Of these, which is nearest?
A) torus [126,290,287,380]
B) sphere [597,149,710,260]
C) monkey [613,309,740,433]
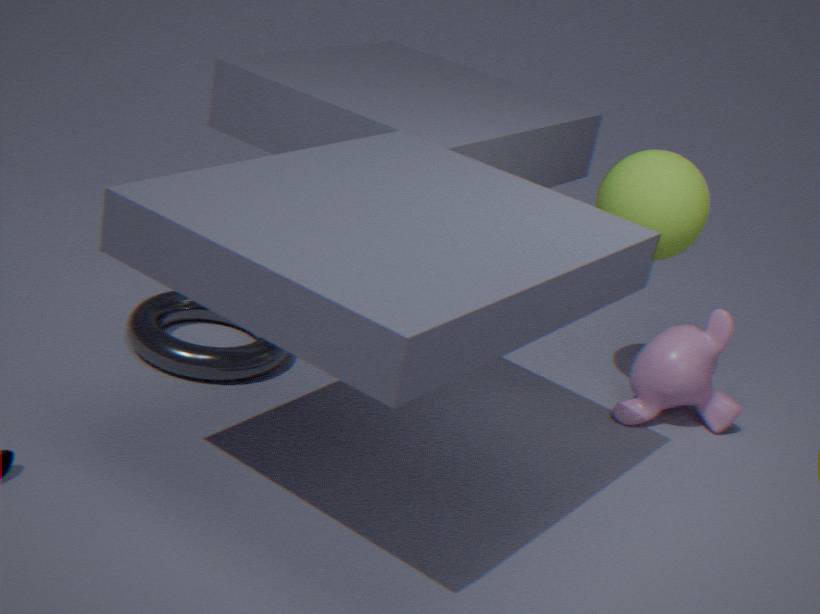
sphere [597,149,710,260]
